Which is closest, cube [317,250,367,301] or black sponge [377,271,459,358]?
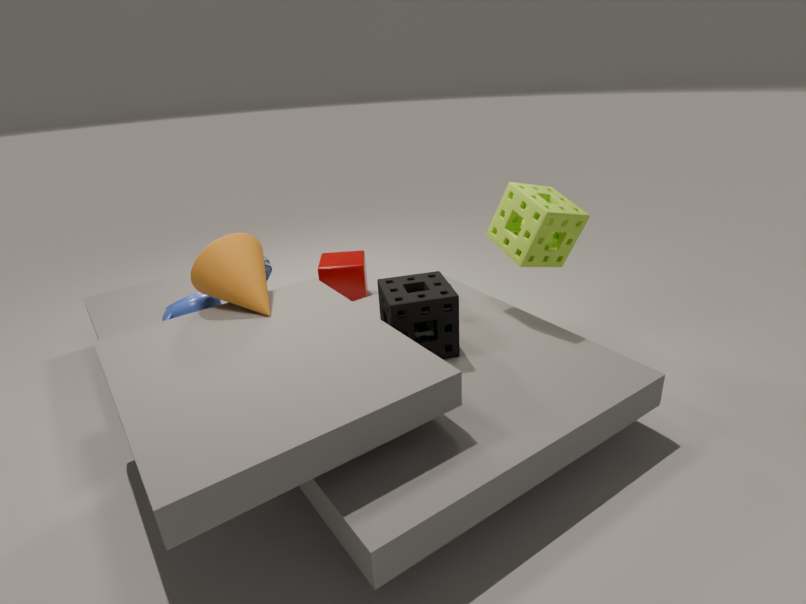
black sponge [377,271,459,358]
